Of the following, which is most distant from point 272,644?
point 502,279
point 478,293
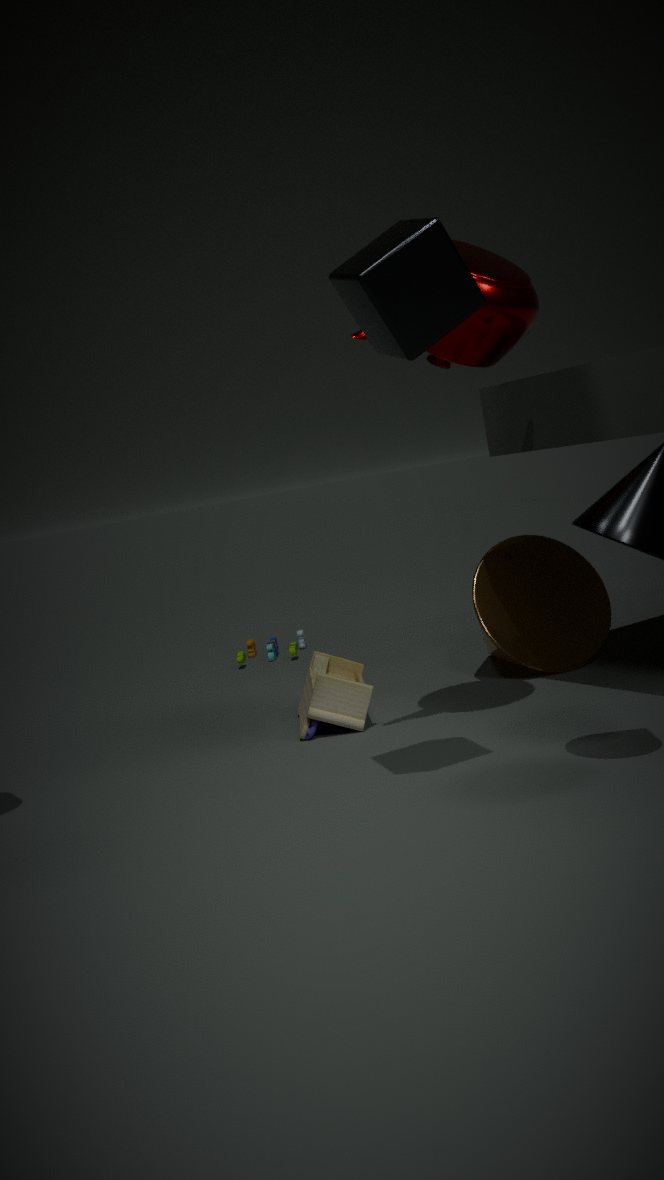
point 478,293
